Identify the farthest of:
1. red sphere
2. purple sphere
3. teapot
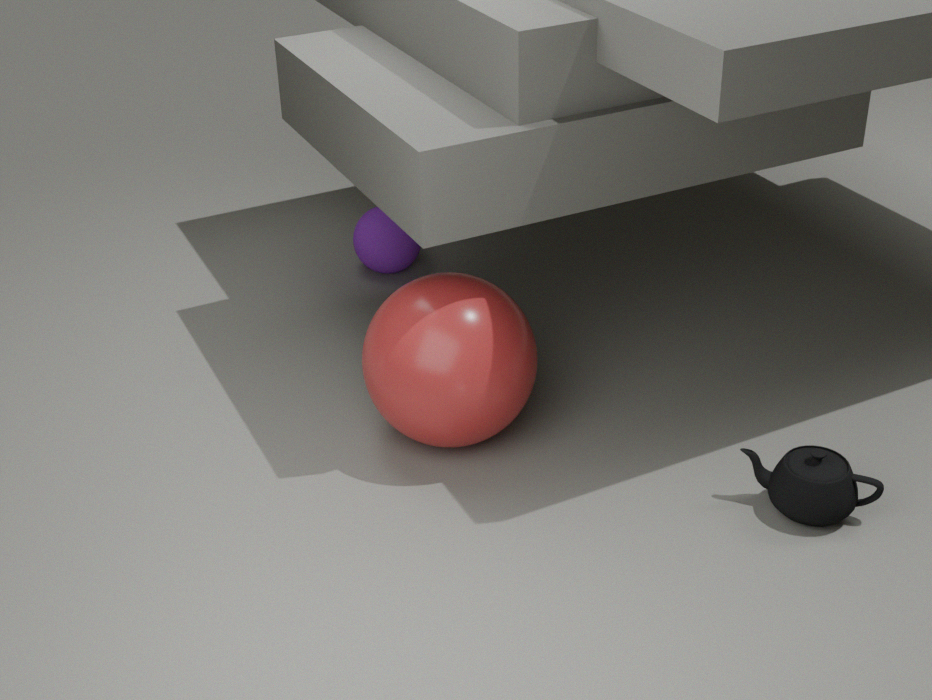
purple sphere
